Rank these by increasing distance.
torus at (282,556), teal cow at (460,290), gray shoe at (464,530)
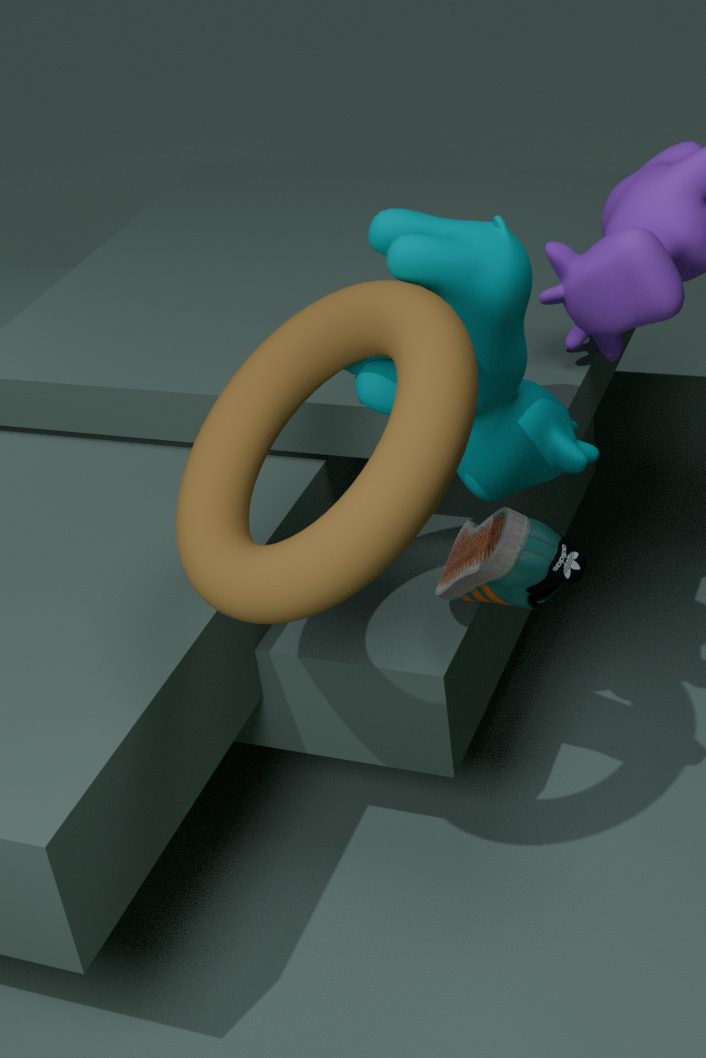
torus at (282,556), teal cow at (460,290), gray shoe at (464,530)
